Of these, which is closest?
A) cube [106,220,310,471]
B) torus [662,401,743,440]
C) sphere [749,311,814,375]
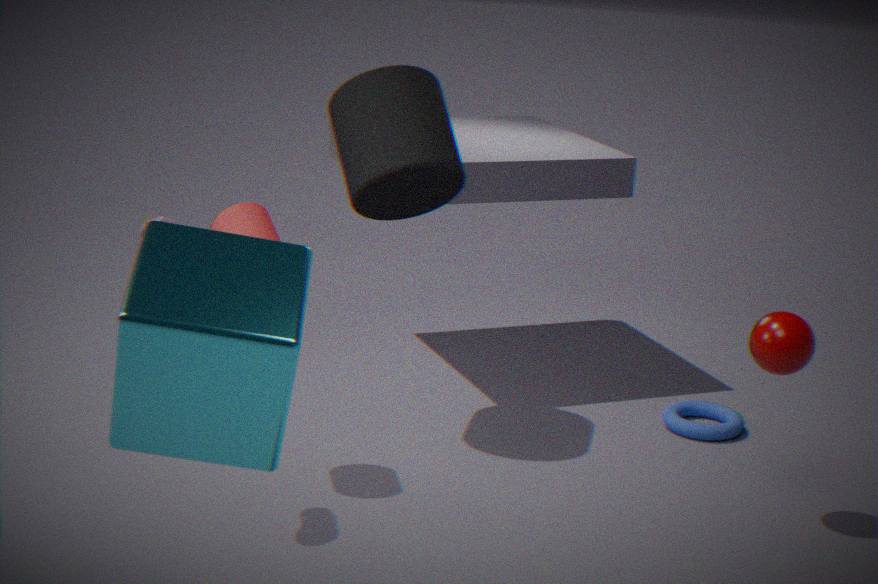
A
